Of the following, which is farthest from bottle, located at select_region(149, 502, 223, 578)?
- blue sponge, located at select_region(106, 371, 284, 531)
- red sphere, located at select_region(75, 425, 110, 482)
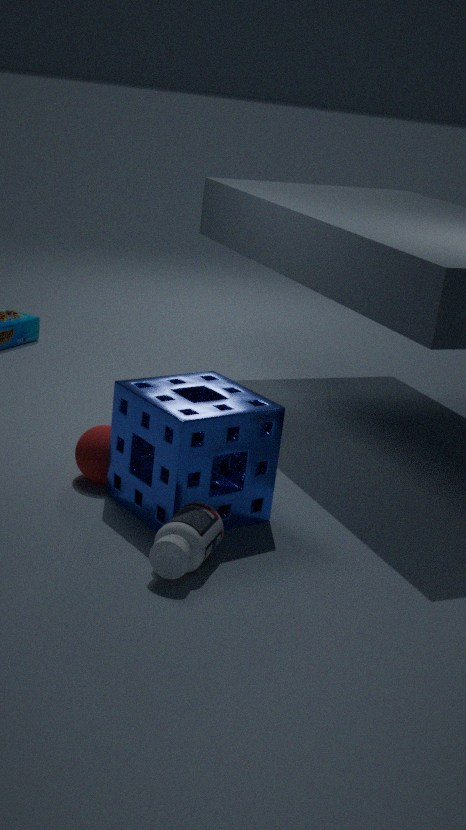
red sphere, located at select_region(75, 425, 110, 482)
